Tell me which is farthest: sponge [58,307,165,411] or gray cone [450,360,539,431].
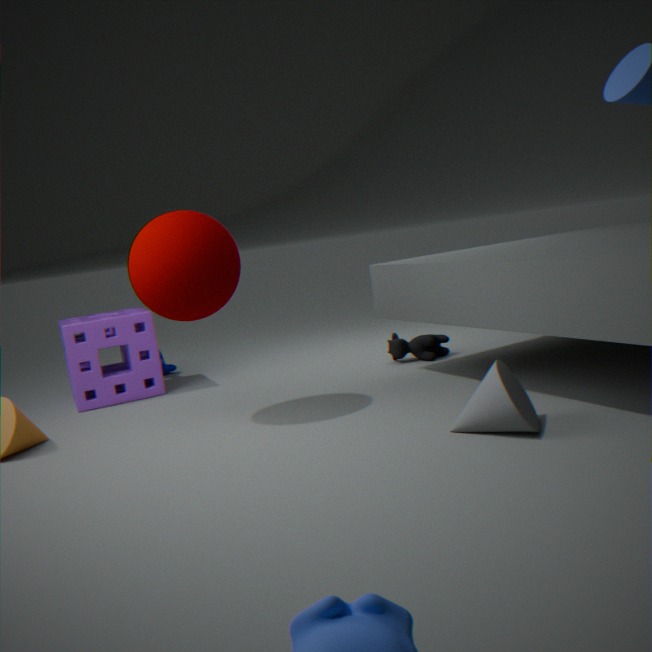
sponge [58,307,165,411]
